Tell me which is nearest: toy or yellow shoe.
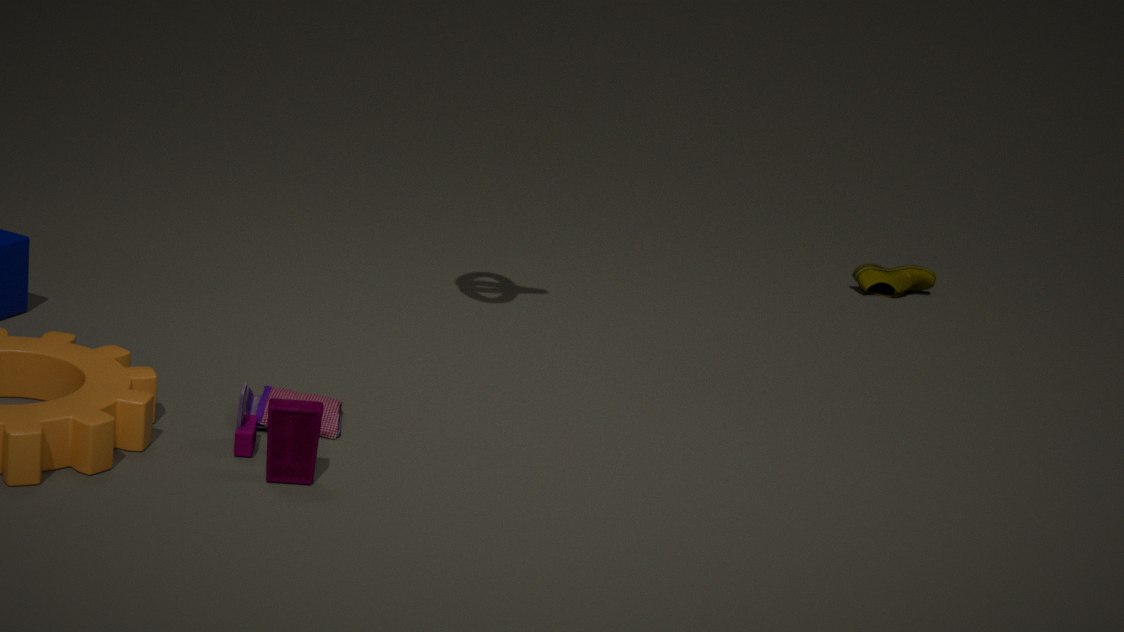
toy
